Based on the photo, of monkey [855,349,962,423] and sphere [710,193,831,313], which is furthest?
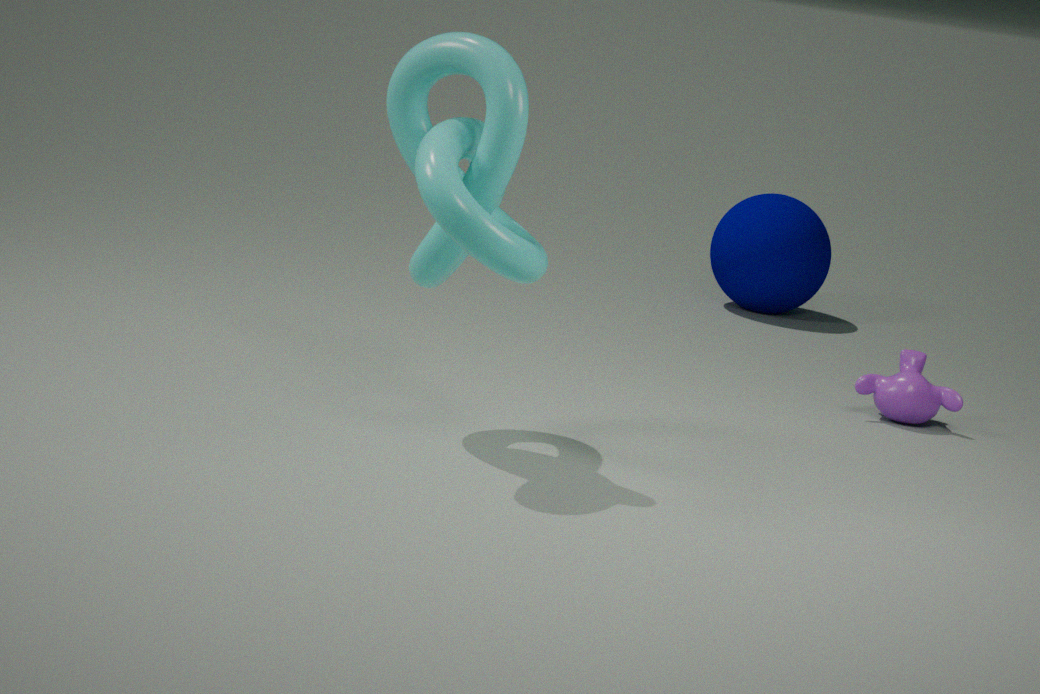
sphere [710,193,831,313]
